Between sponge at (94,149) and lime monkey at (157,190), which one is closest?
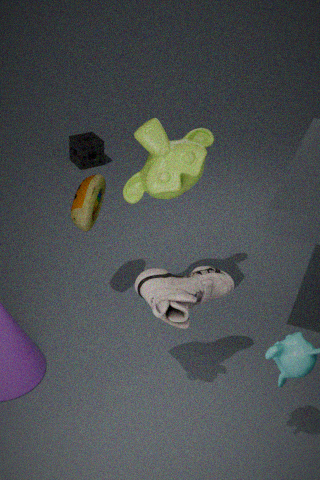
lime monkey at (157,190)
